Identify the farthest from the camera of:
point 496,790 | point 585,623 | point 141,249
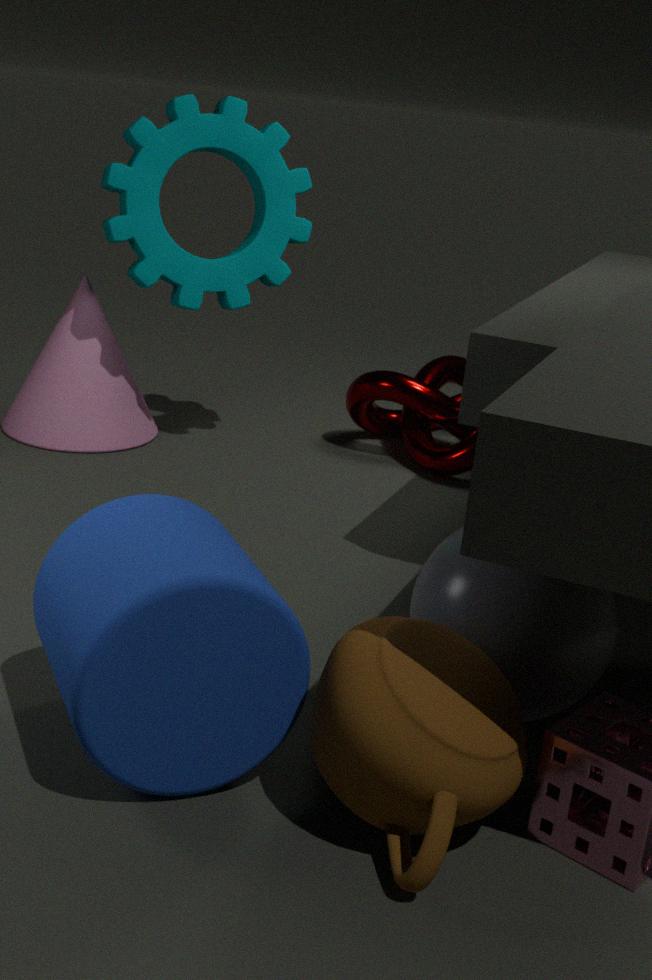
point 141,249
